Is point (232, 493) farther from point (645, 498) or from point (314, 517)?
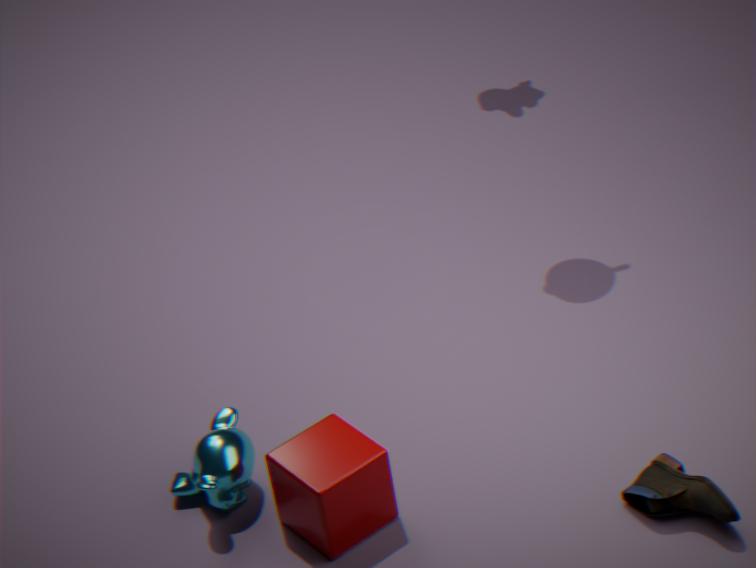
point (645, 498)
